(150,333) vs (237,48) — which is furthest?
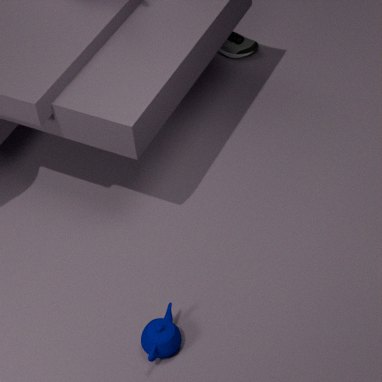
(237,48)
